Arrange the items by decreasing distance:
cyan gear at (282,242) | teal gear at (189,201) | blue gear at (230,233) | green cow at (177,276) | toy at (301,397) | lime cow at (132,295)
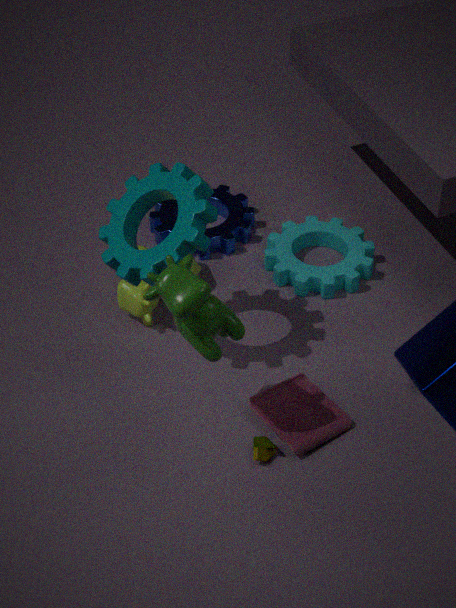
1. blue gear at (230,233)
2. cyan gear at (282,242)
3. lime cow at (132,295)
4. toy at (301,397)
5. teal gear at (189,201)
6. green cow at (177,276)
